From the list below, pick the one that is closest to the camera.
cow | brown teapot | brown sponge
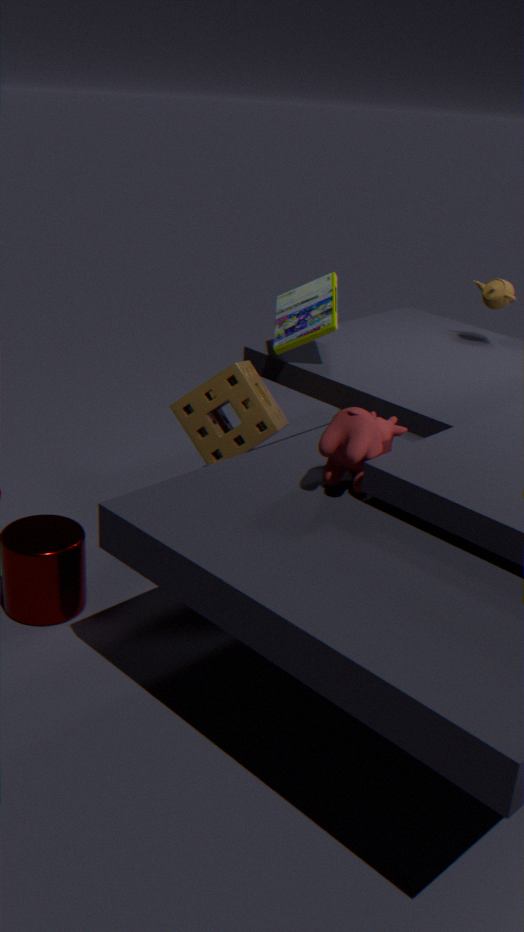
cow
